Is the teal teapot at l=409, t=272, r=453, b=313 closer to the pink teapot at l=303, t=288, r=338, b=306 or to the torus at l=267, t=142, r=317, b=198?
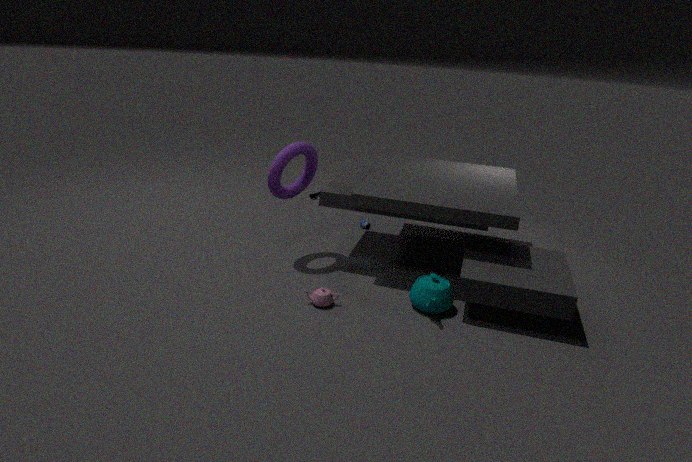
the pink teapot at l=303, t=288, r=338, b=306
